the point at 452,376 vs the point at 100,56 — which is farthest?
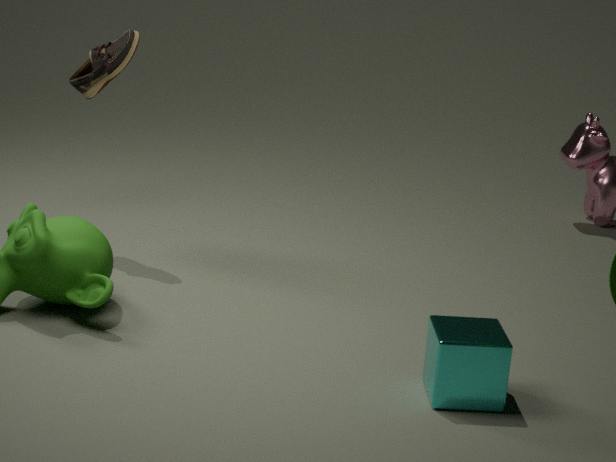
the point at 100,56
